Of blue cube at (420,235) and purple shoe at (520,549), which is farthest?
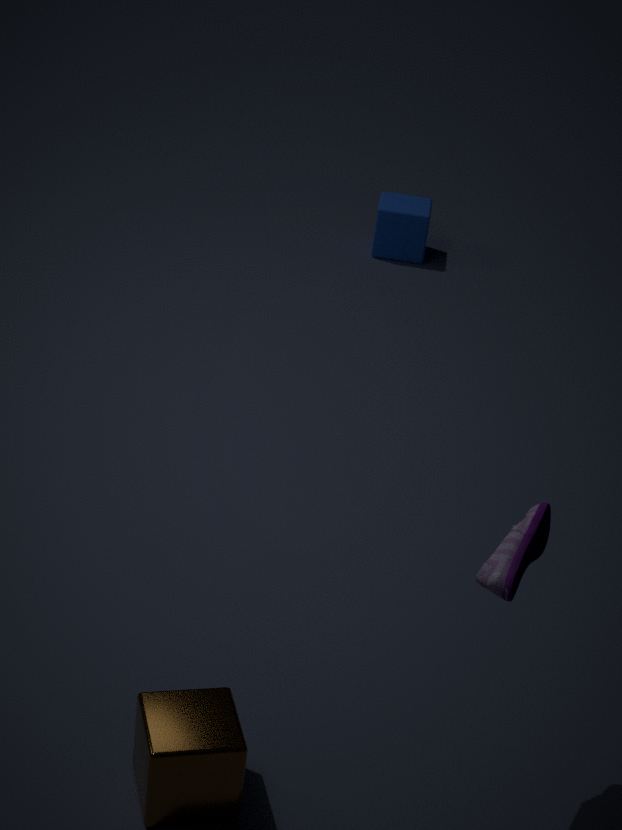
blue cube at (420,235)
